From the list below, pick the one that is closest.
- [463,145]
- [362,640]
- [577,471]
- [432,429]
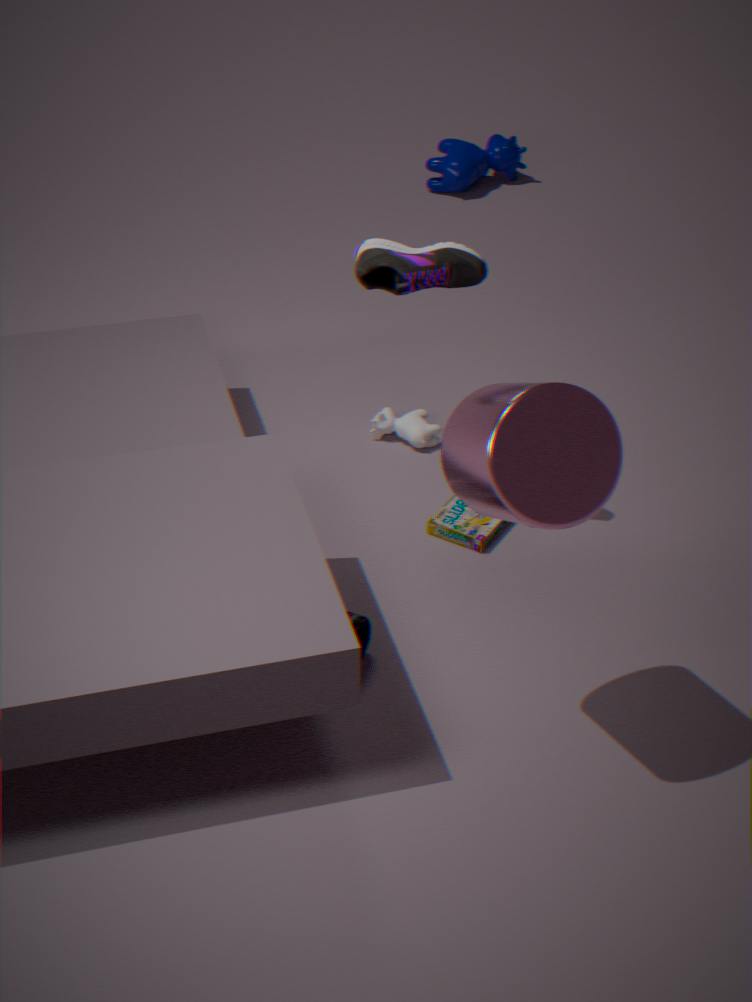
[577,471]
